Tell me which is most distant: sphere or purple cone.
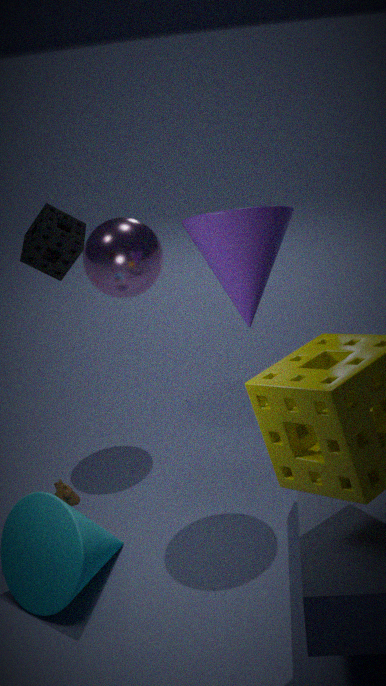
sphere
